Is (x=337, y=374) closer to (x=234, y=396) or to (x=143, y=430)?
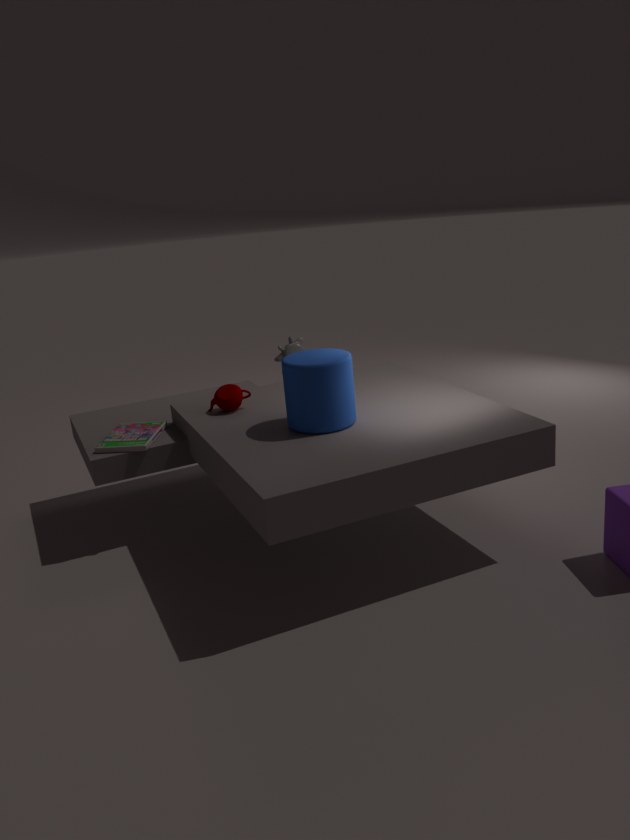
(x=234, y=396)
